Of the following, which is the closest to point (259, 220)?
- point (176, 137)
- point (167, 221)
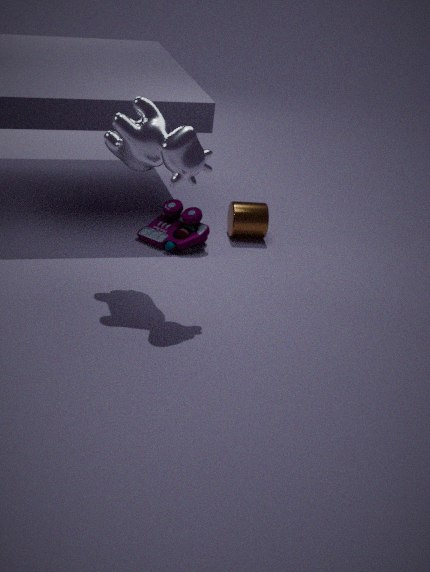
point (167, 221)
